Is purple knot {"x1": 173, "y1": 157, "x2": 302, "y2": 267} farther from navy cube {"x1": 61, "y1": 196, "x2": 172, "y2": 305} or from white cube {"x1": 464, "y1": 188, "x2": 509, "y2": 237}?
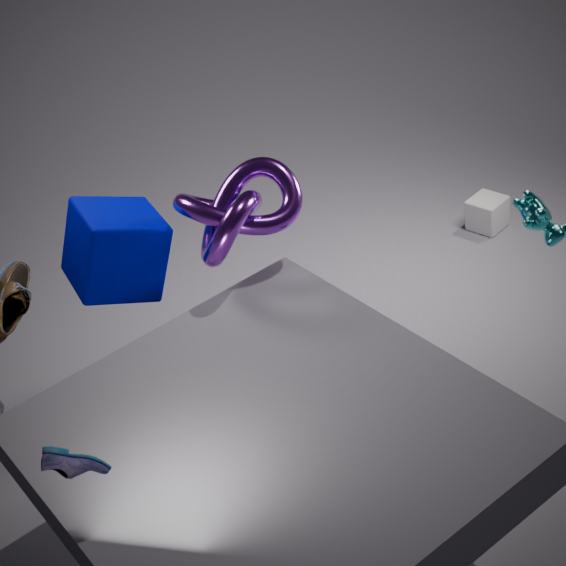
white cube {"x1": 464, "y1": 188, "x2": 509, "y2": 237}
